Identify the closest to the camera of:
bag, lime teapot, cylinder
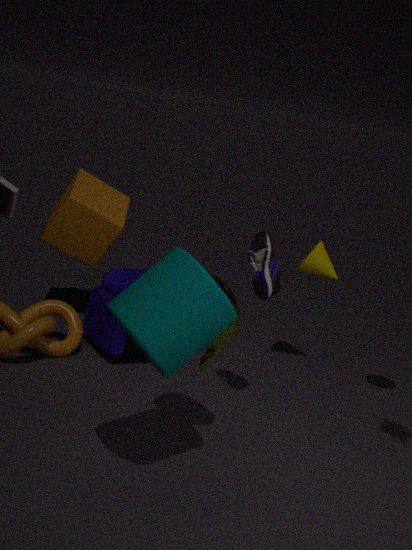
cylinder
